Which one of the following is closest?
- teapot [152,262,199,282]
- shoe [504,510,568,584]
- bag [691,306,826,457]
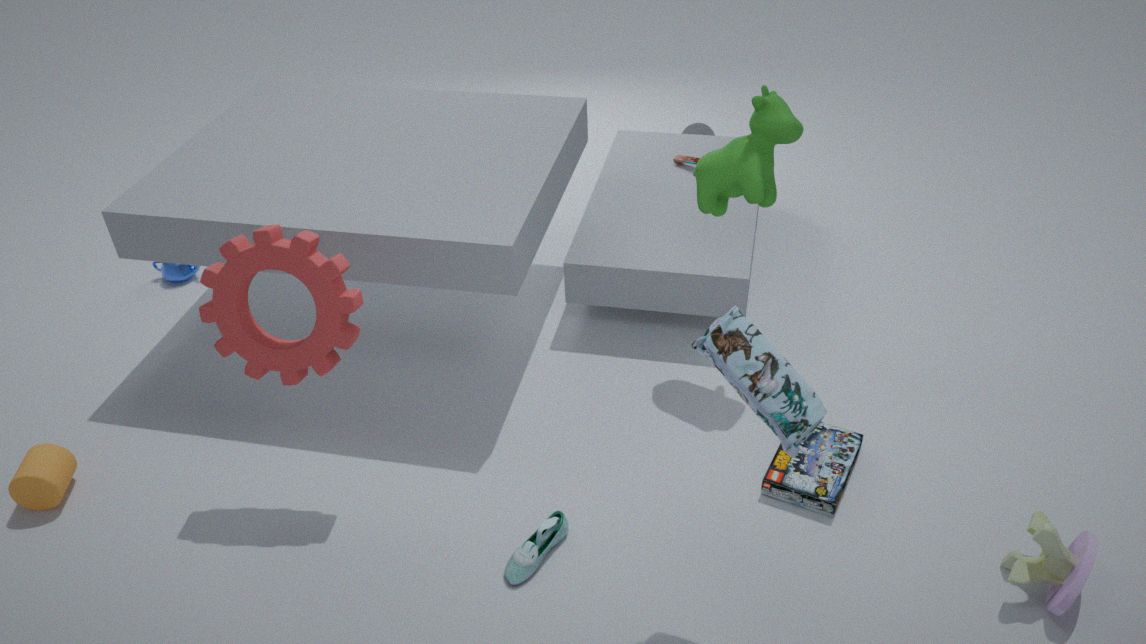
bag [691,306,826,457]
